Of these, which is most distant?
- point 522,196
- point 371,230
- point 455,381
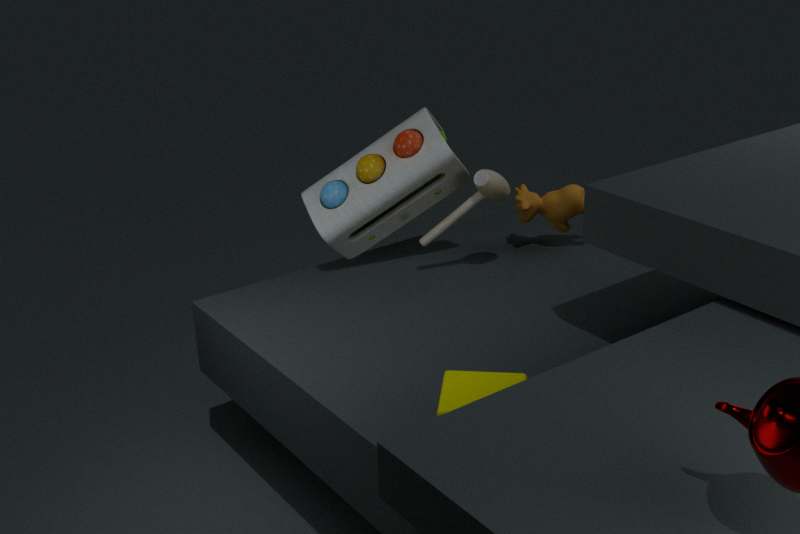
point 522,196
